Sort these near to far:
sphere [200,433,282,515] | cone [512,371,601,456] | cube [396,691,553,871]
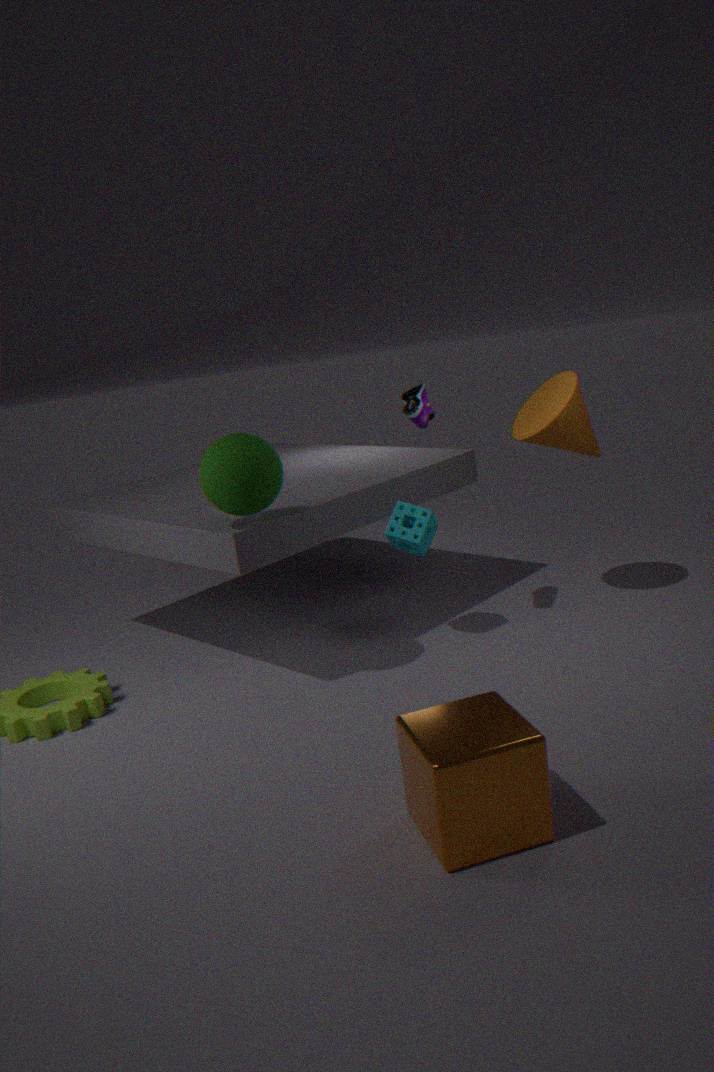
cube [396,691,553,871]
sphere [200,433,282,515]
cone [512,371,601,456]
